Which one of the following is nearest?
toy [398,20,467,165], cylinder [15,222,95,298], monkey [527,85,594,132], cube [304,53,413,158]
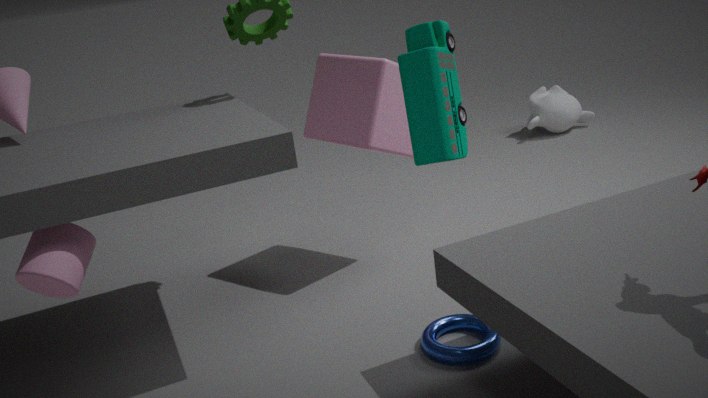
toy [398,20,467,165]
